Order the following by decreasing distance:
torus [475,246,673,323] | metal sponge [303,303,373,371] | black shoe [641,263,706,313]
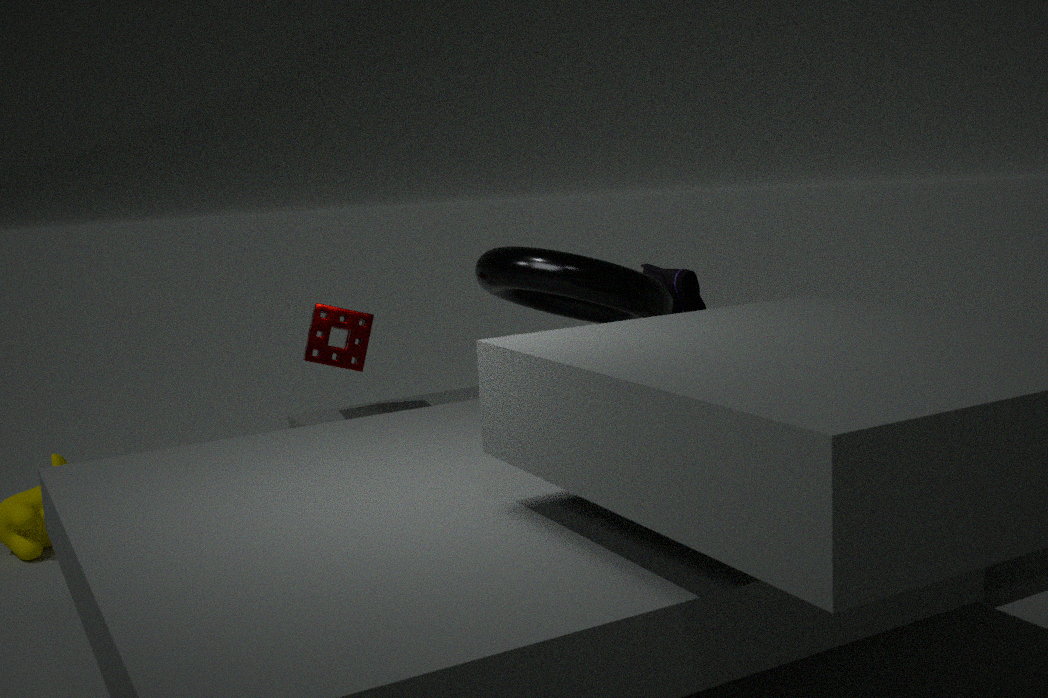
1. metal sponge [303,303,373,371]
2. black shoe [641,263,706,313]
3. torus [475,246,673,323]
